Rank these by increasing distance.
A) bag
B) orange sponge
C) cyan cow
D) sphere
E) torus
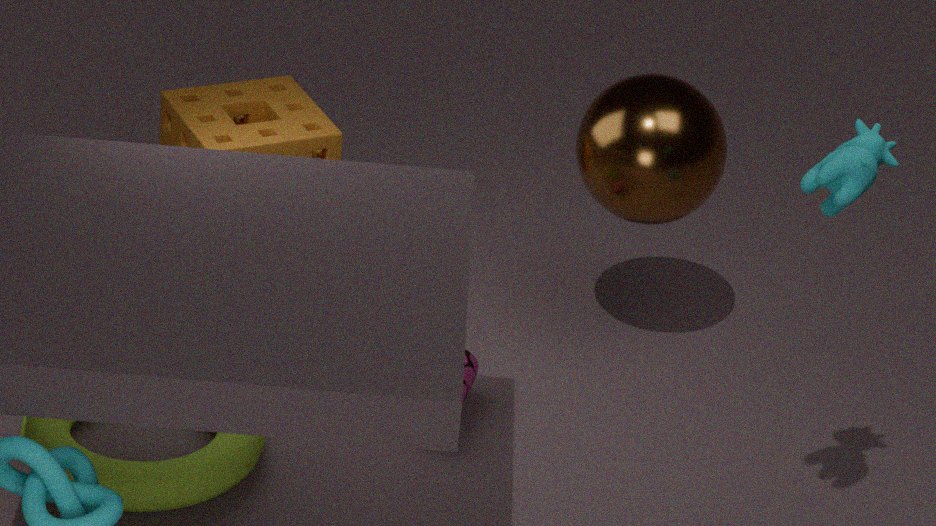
cyan cow < torus < sphere < bag < orange sponge
